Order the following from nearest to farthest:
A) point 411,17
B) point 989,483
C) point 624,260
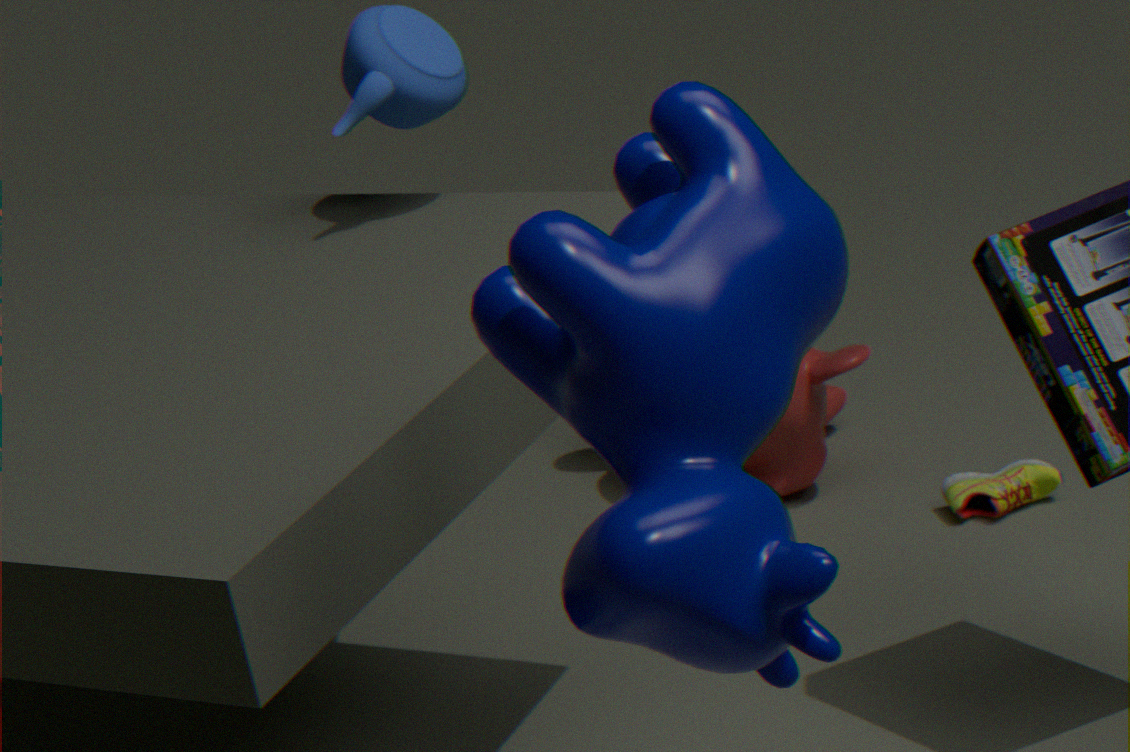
point 624,260 < point 411,17 < point 989,483
